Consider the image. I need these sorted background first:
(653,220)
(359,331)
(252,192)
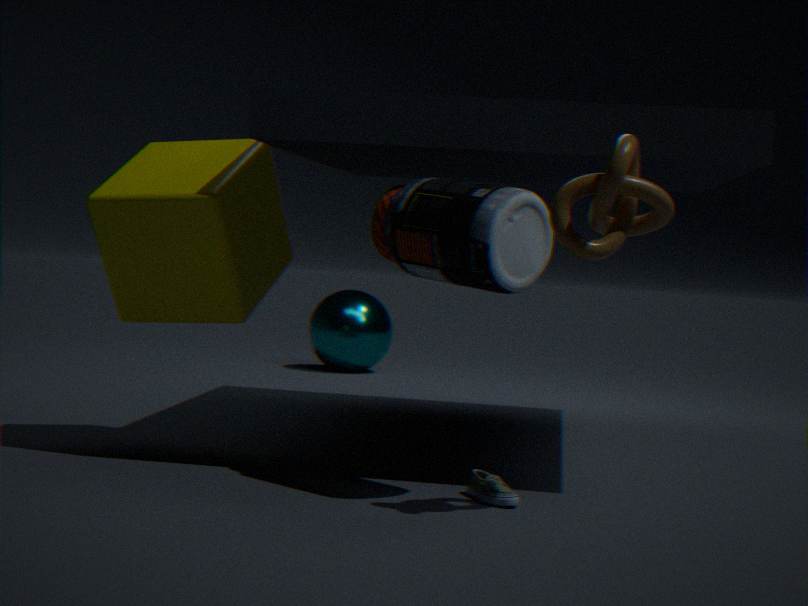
(359,331) < (252,192) < (653,220)
